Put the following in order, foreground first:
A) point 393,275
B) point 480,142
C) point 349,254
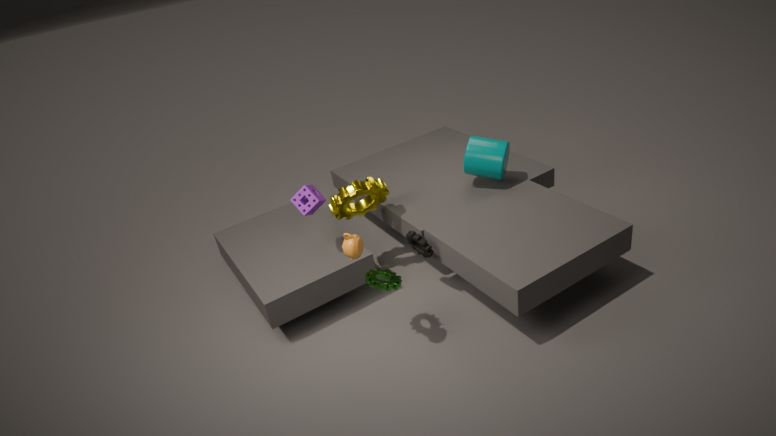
point 349,254
point 393,275
point 480,142
